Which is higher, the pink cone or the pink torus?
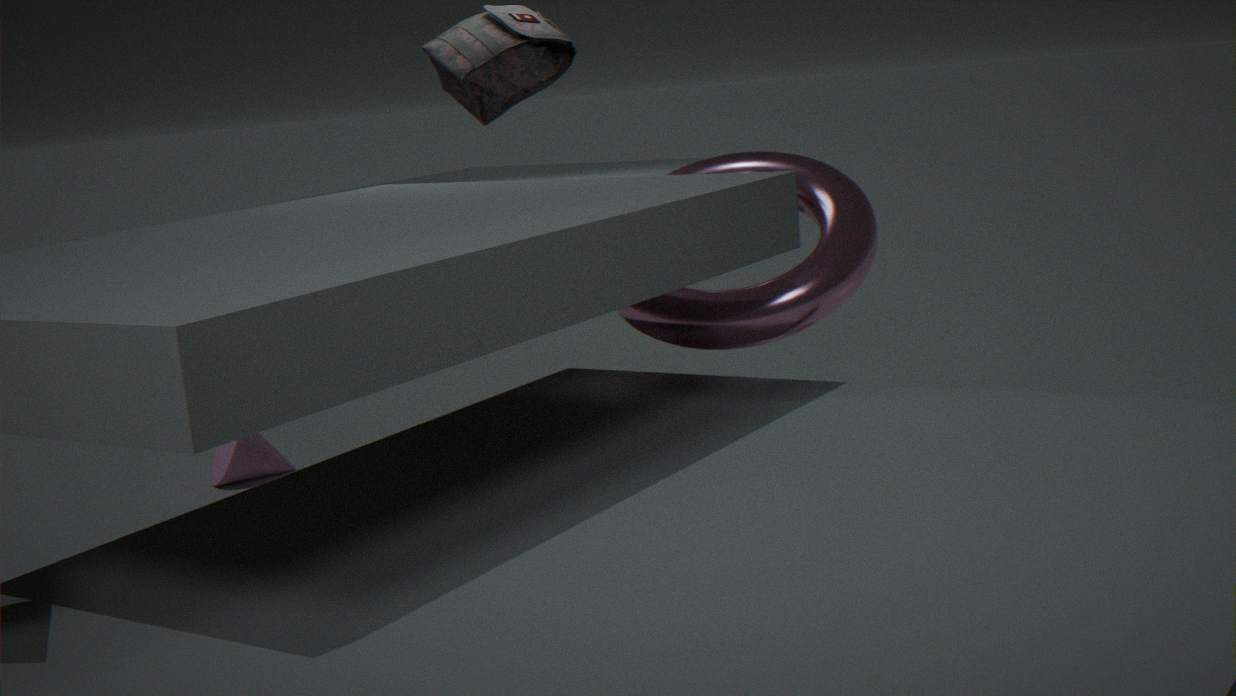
the pink torus
